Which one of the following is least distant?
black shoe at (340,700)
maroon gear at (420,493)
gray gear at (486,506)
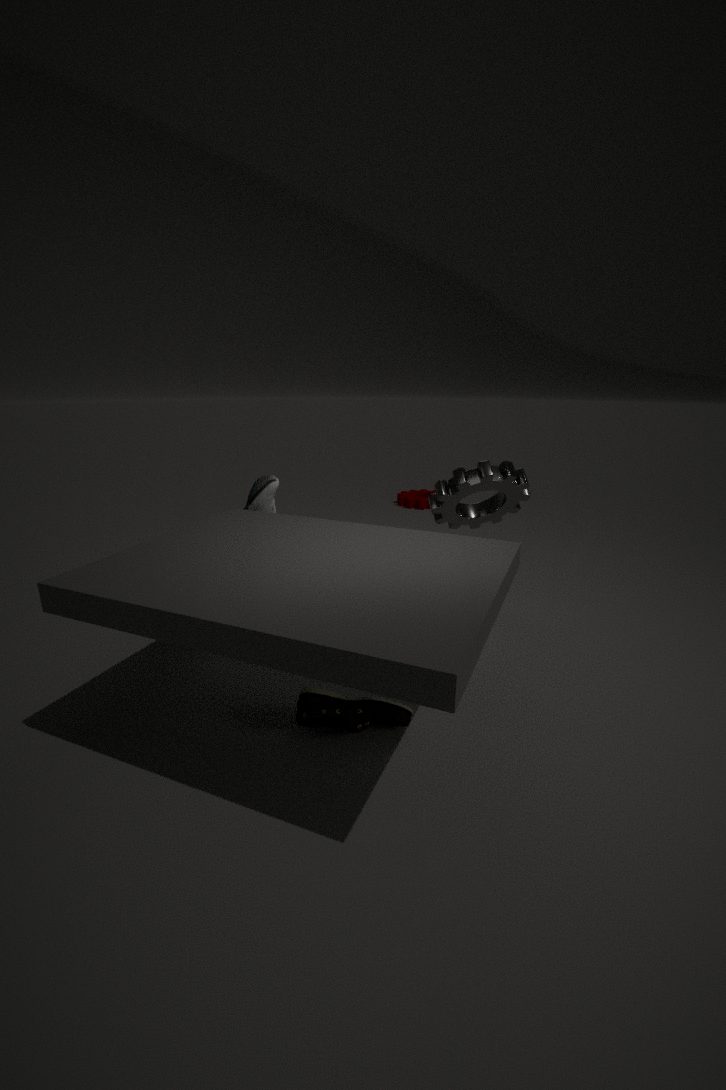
black shoe at (340,700)
